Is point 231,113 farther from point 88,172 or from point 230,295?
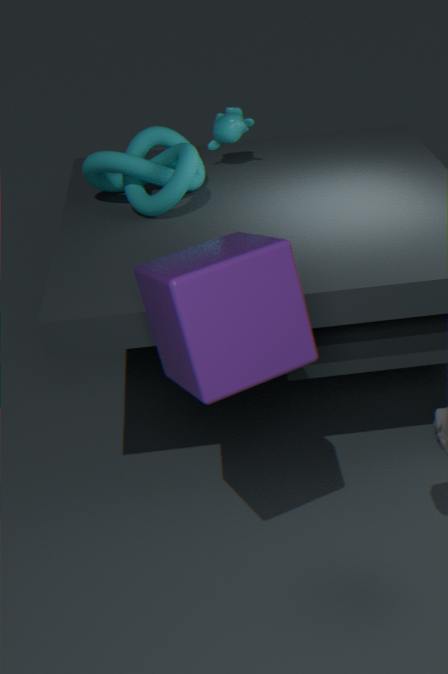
point 230,295
